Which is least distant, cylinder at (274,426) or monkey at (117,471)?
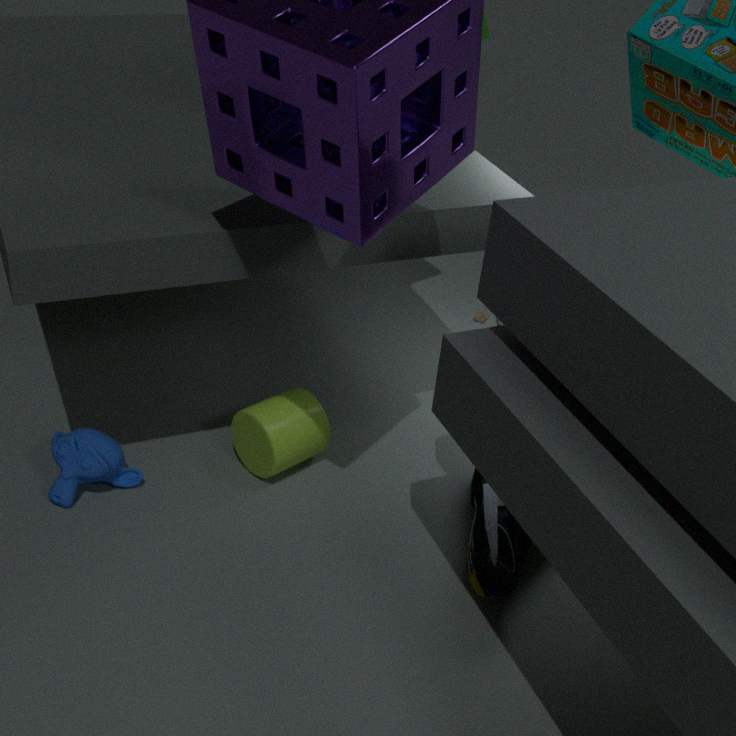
monkey at (117,471)
